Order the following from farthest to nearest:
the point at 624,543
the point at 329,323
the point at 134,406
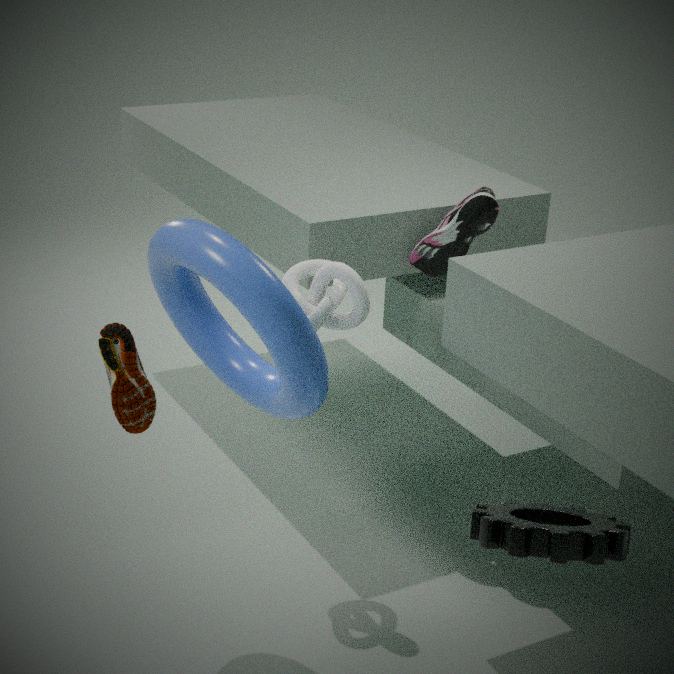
1. the point at 329,323
2. the point at 134,406
3. the point at 624,543
